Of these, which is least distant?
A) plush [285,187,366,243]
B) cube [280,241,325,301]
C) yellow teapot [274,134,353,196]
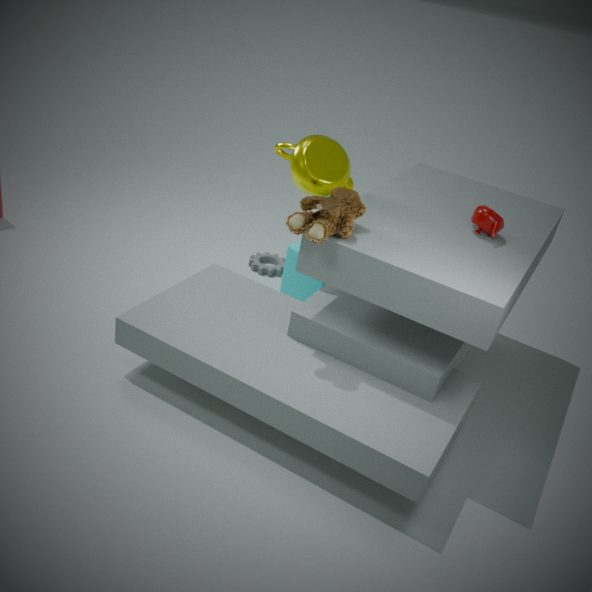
plush [285,187,366,243]
